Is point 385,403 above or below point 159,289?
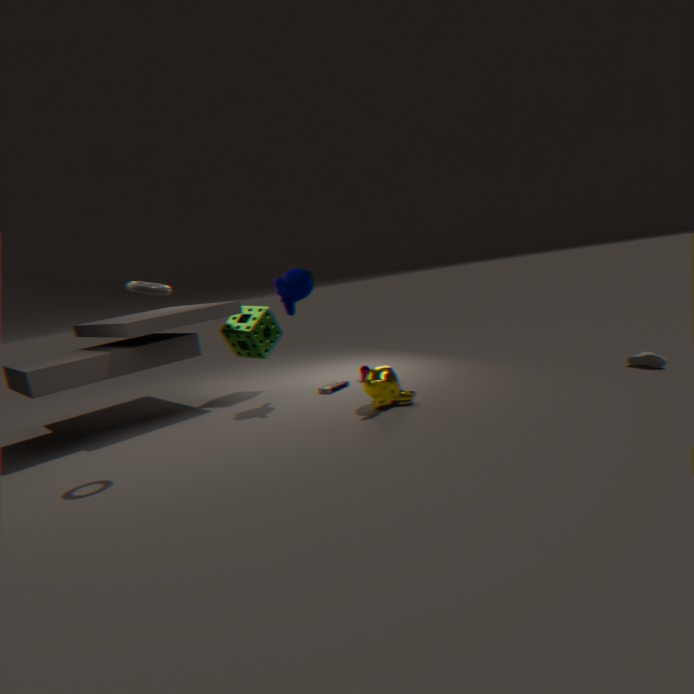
below
